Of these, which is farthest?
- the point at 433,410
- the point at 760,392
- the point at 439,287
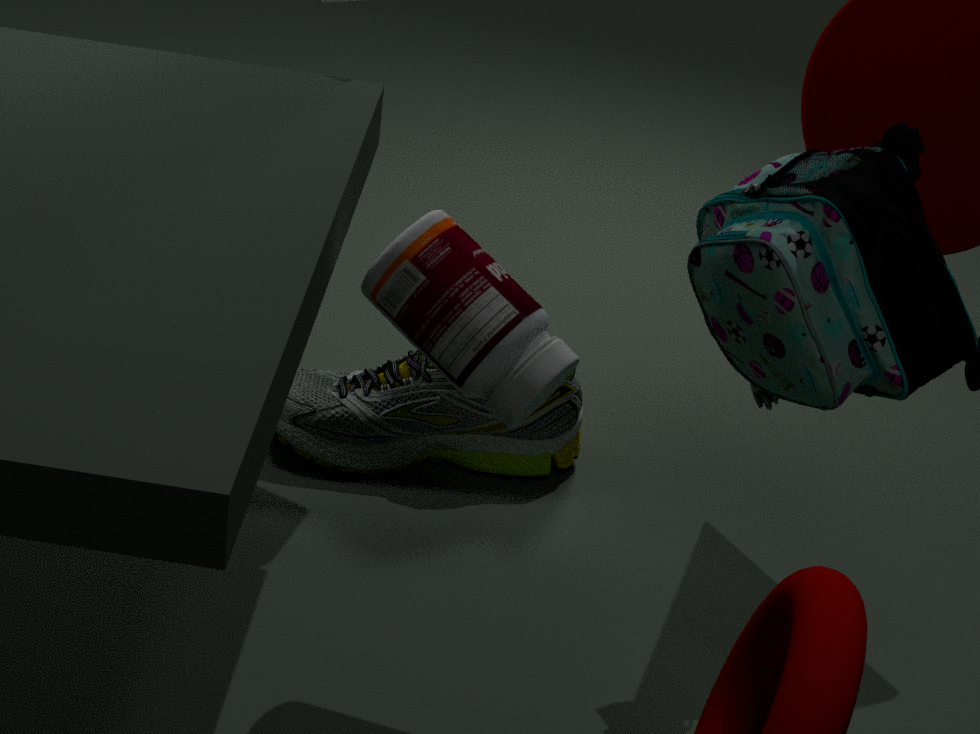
the point at 433,410
